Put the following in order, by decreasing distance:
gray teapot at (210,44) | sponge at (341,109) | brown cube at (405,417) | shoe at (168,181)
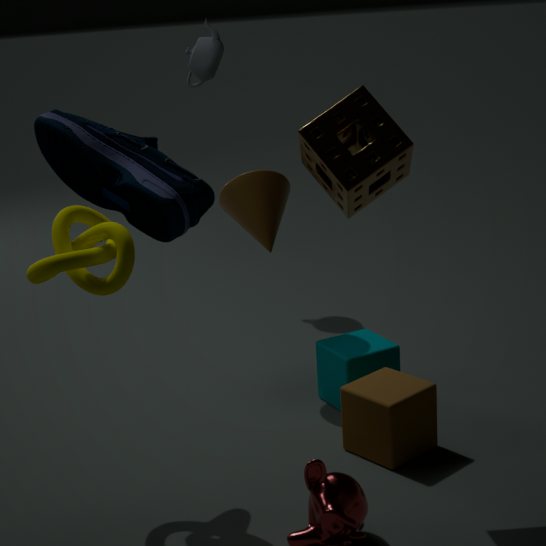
gray teapot at (210,44) < brown cube at (405,417) < sponge at (341,109) < shoe at (168,181)
